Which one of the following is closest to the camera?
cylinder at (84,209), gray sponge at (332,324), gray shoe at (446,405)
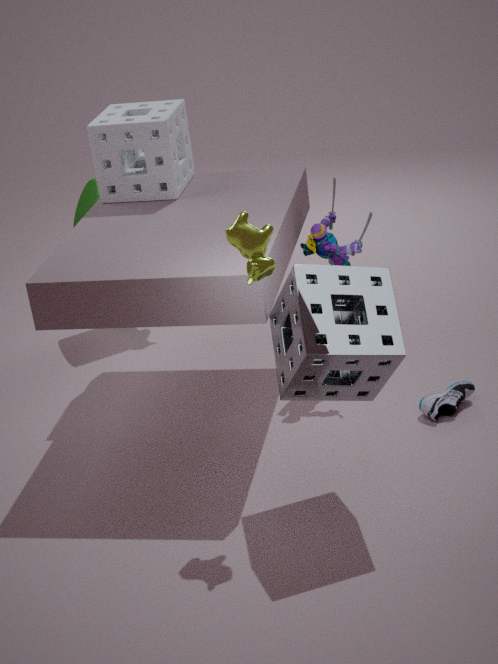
gray sponge at (332,324)
